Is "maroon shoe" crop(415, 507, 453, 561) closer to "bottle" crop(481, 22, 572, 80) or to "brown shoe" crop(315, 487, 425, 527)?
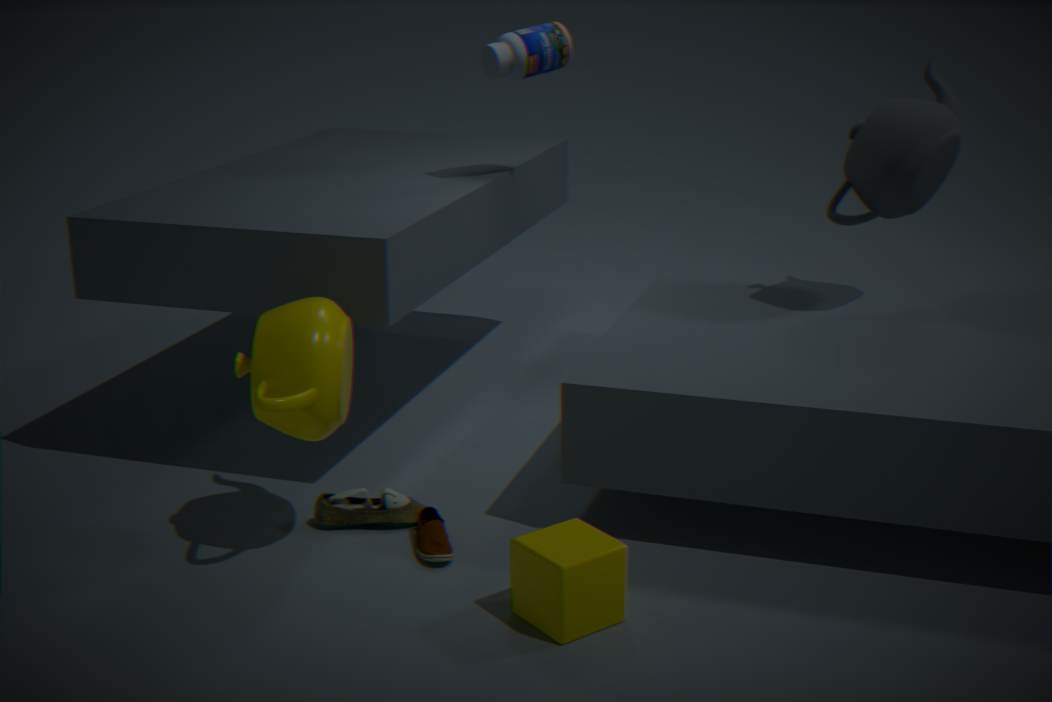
"brown shoe" crop(315, 487, 425, 527)
